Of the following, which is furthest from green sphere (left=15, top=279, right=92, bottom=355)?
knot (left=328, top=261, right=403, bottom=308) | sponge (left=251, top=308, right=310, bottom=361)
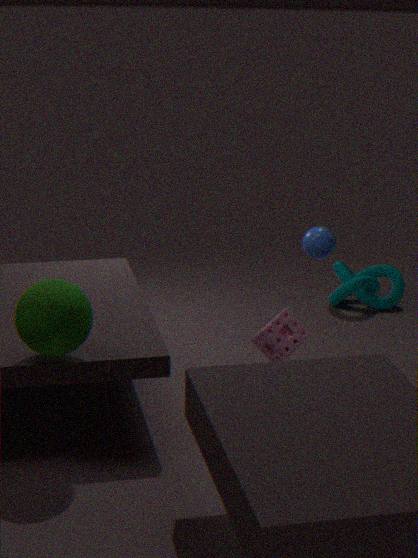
knot (left=328, top=261, right=403, bottom=308)
